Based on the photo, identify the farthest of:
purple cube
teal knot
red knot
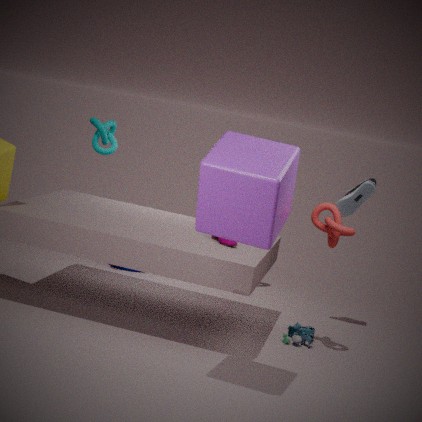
teal knot
